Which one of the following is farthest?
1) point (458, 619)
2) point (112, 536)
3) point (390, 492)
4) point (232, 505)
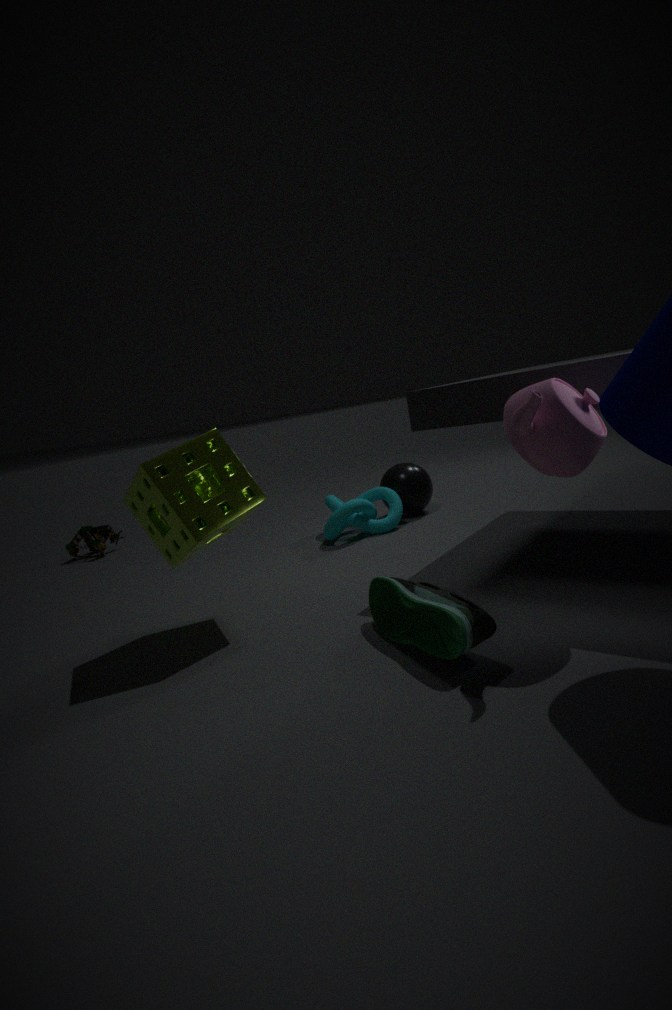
2. point (112, 536)
